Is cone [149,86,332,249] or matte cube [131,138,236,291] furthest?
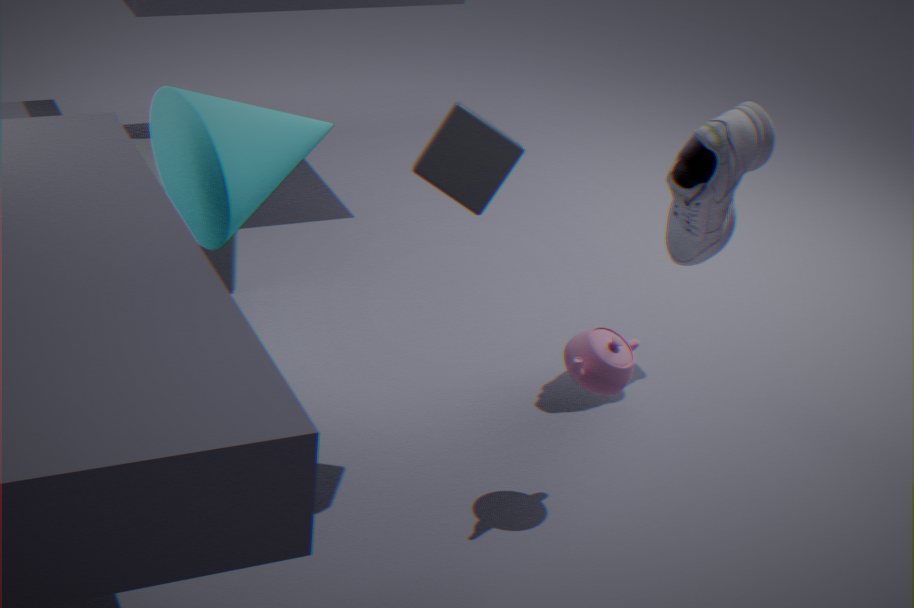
matte cube [131,138,236,291]
